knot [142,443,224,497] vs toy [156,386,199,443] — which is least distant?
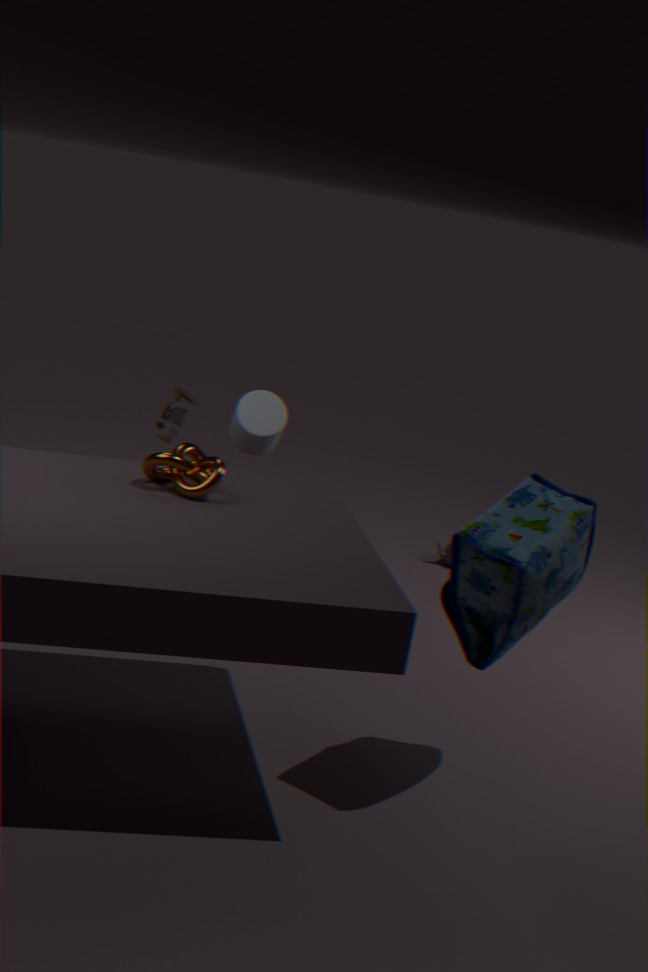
knot [142,443,224,497]
